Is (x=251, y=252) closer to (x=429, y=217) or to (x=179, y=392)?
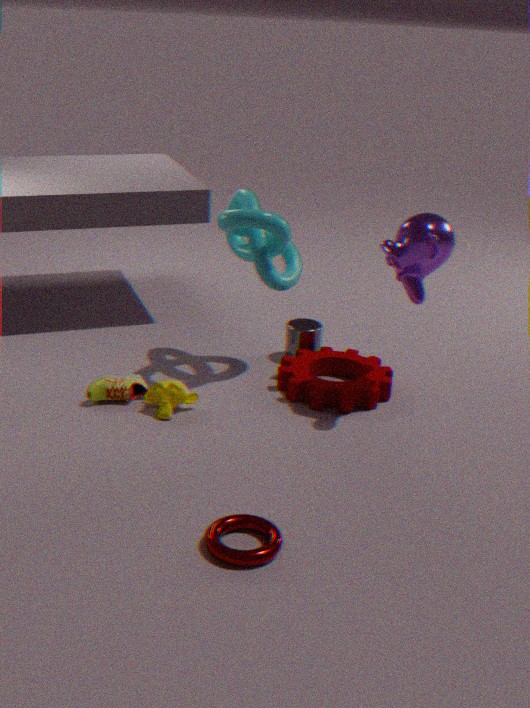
(x=429, y=217)
